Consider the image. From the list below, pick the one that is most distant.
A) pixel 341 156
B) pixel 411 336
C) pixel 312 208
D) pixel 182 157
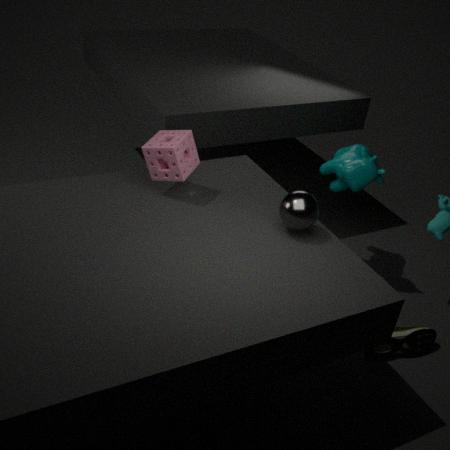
pixel 341 156
